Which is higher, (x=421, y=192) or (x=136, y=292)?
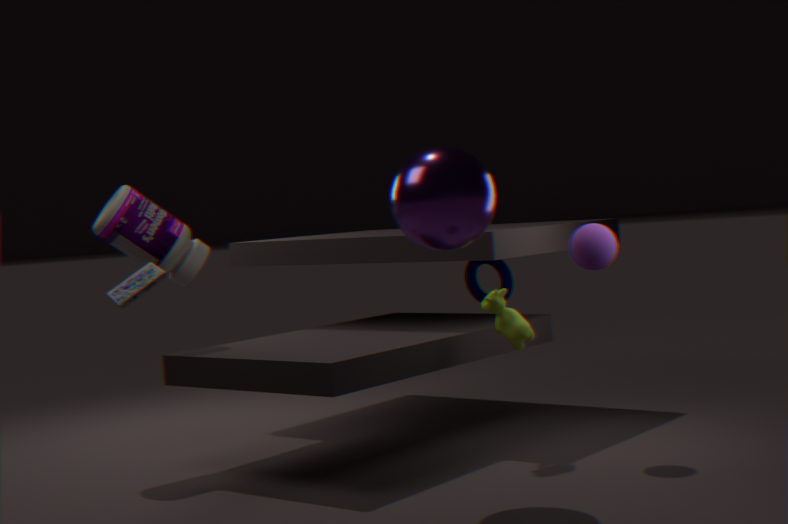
(x=421, y=192)
